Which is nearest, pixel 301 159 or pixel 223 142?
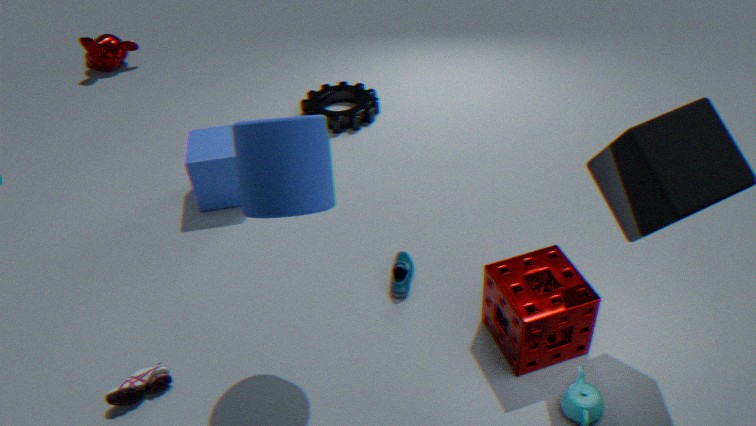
pixel 301 159
